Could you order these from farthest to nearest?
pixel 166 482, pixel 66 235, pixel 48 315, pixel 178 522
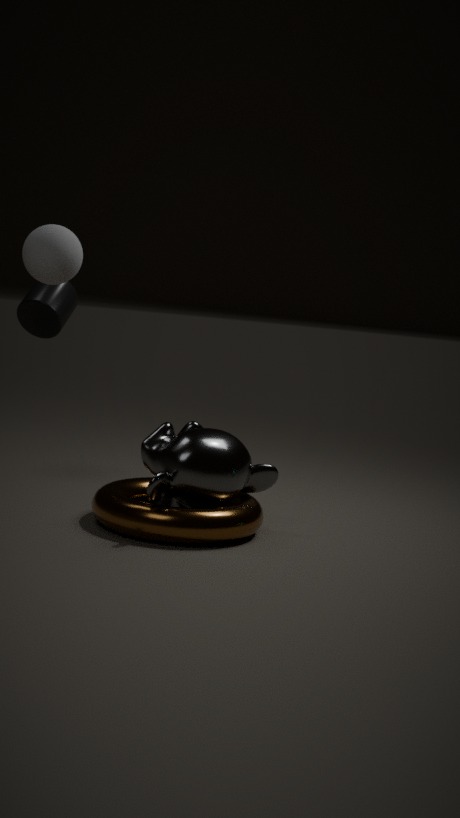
pixel 48 315
pixel 66 235
pixel 166 482
pixel 178 522
